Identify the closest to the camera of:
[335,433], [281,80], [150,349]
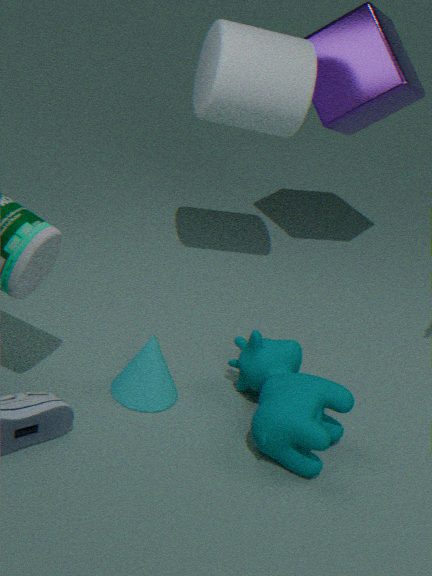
[335,433]
